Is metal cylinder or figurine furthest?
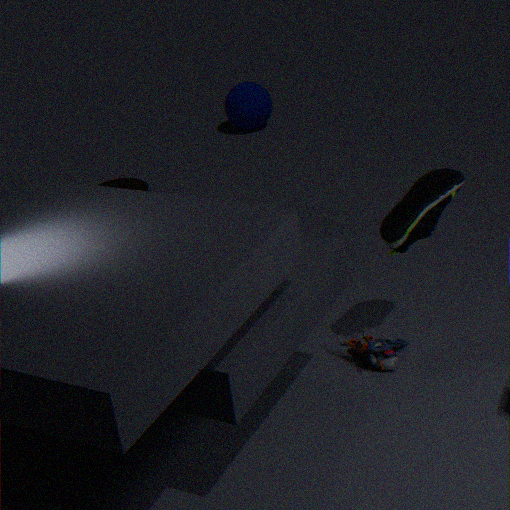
metal cylinder
